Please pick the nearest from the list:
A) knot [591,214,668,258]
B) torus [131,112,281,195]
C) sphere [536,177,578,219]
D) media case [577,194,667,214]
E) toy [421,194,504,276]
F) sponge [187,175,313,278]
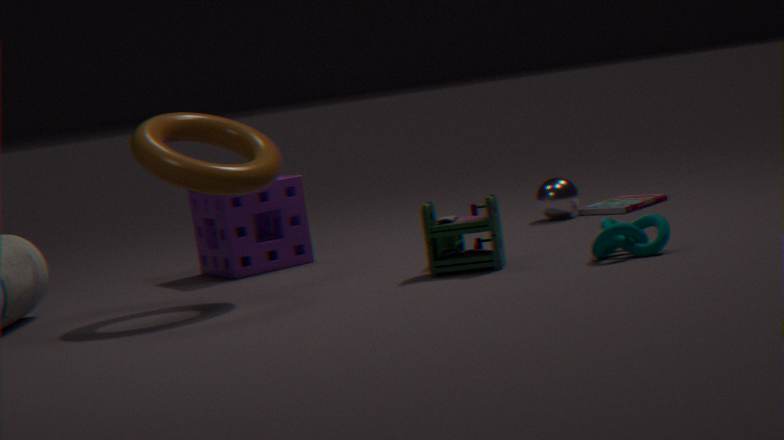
knot [591,214,668,258]
